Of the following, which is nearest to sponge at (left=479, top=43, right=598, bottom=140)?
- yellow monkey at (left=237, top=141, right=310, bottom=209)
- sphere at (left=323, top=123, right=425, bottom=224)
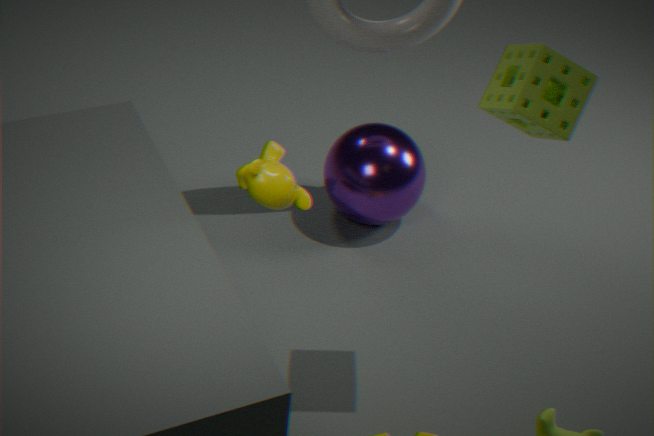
yellow monkey at (left=237, top=141, right=310, bottom=209)
